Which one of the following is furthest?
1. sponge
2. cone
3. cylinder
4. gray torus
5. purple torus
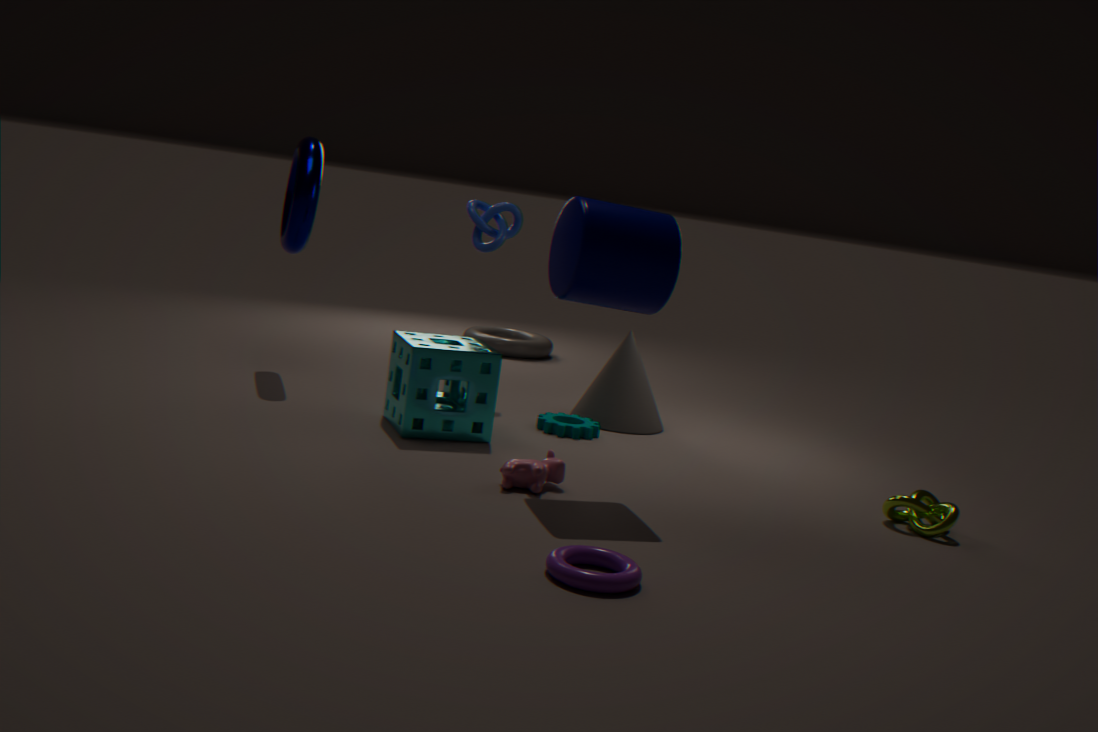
gray torus
